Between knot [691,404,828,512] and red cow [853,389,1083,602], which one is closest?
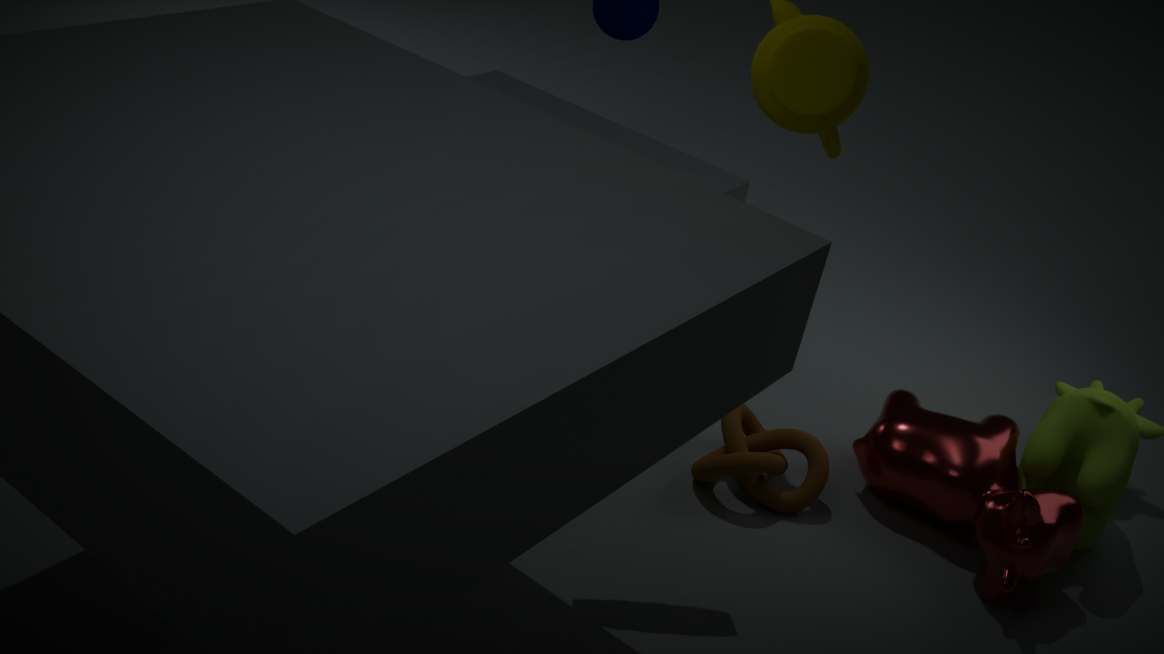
red cow [853,389,1083,602]
